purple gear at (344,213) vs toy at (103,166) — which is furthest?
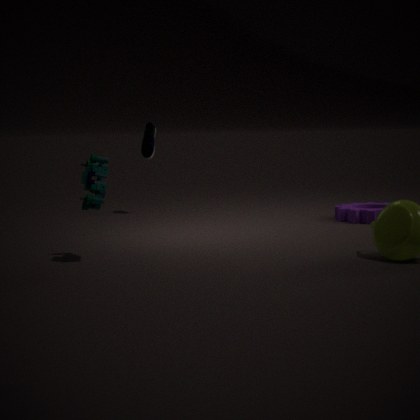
purple gear at (344,213)
